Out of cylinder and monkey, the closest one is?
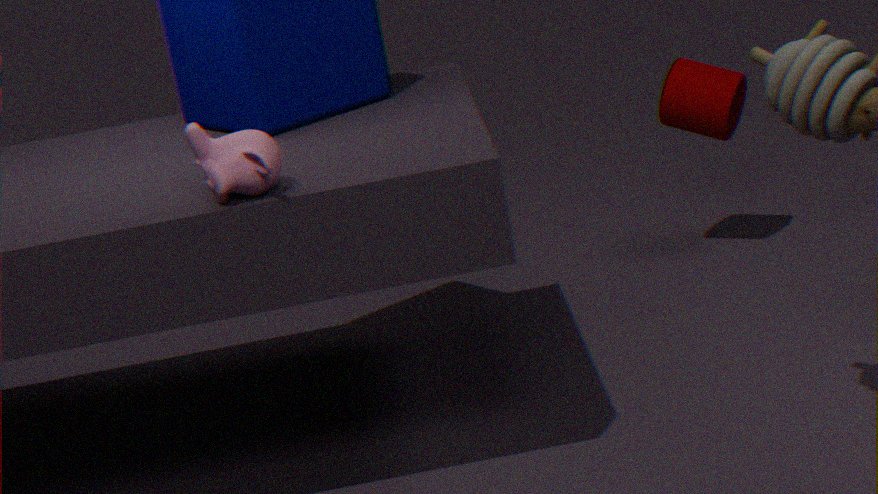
monkey
